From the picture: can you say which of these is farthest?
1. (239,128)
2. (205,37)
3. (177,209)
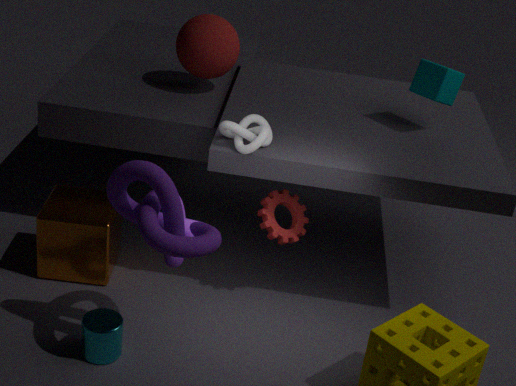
(205,37)
